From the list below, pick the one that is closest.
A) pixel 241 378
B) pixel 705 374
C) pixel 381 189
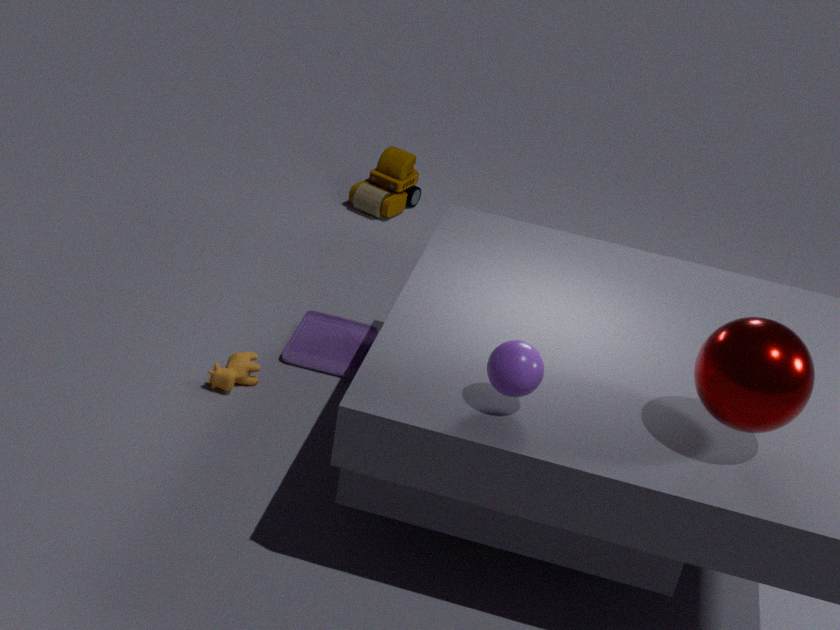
pixel 705 374
